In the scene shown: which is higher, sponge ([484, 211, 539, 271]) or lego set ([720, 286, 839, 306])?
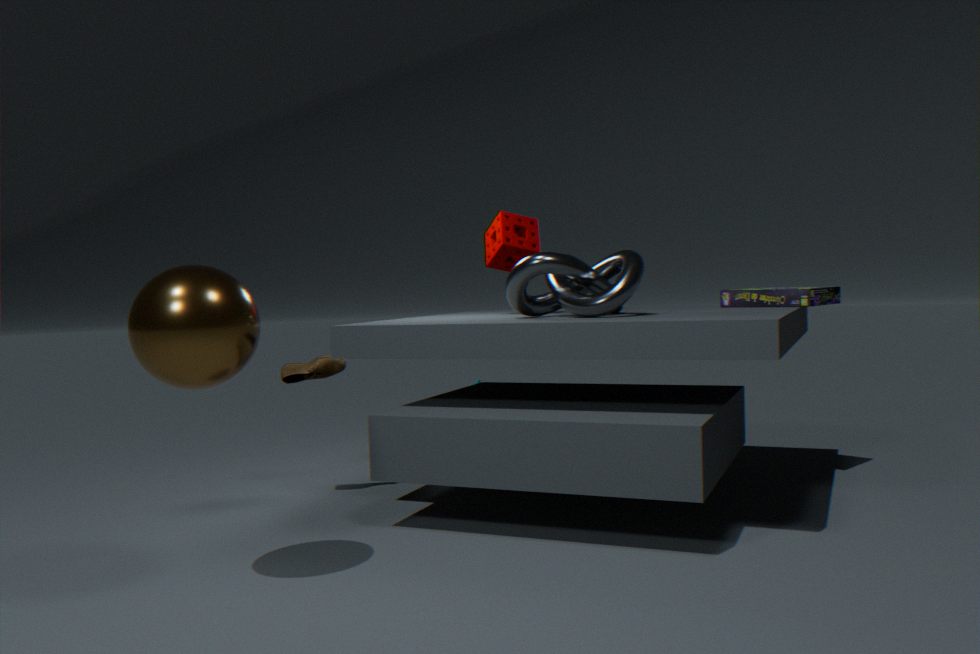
sponge ([484, 211, 539, 271])
